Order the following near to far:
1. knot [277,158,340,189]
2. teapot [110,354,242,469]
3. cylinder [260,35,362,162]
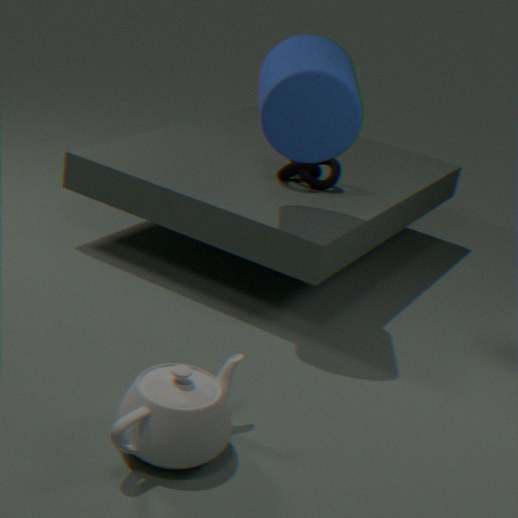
teapot [110,354,242,469] < cylinder [260,35,362,162] < knot [277,158,340,189]
